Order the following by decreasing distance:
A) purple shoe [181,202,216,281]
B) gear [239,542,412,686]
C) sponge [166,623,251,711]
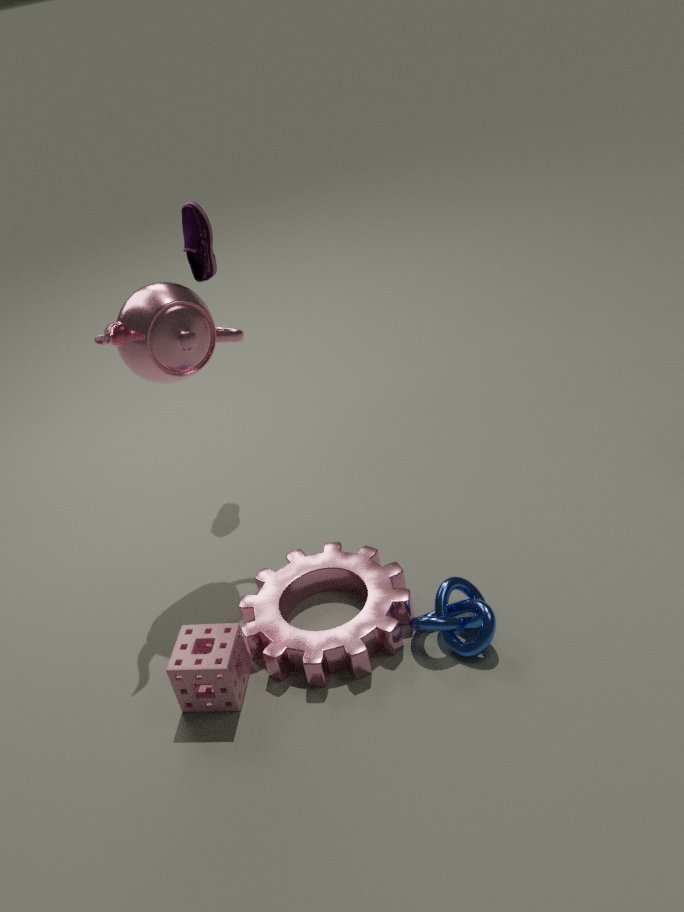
purple shoe [181,202,216,281], gear [239,542,412,686], sponge [166,623,251,711]
